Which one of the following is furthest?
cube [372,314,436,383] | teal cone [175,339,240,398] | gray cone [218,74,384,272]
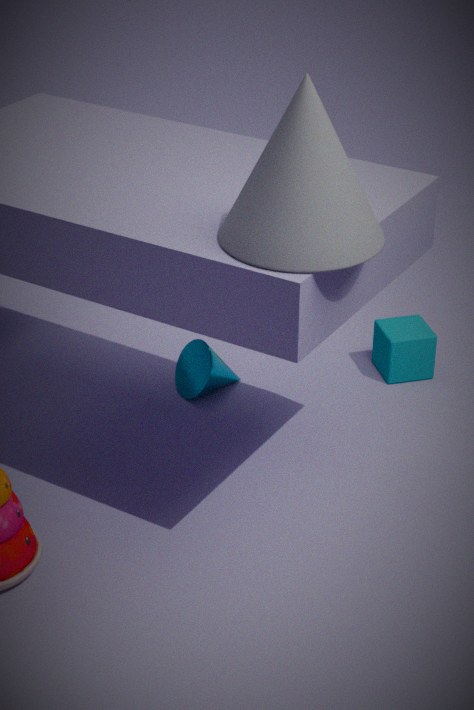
cube [372,314,436,383]
